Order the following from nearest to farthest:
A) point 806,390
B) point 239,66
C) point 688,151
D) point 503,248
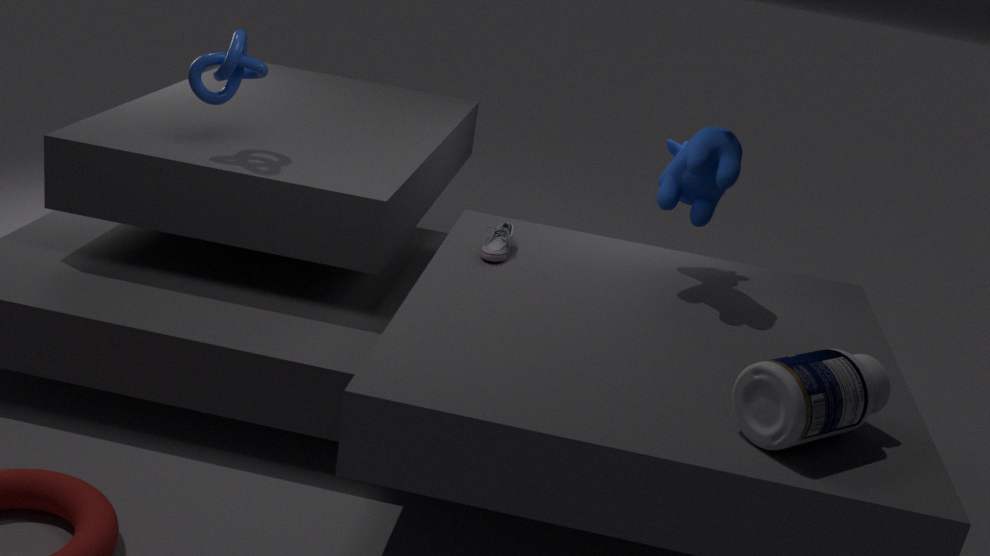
point 806,390, point 688,151, point 239,66, point 503,248
